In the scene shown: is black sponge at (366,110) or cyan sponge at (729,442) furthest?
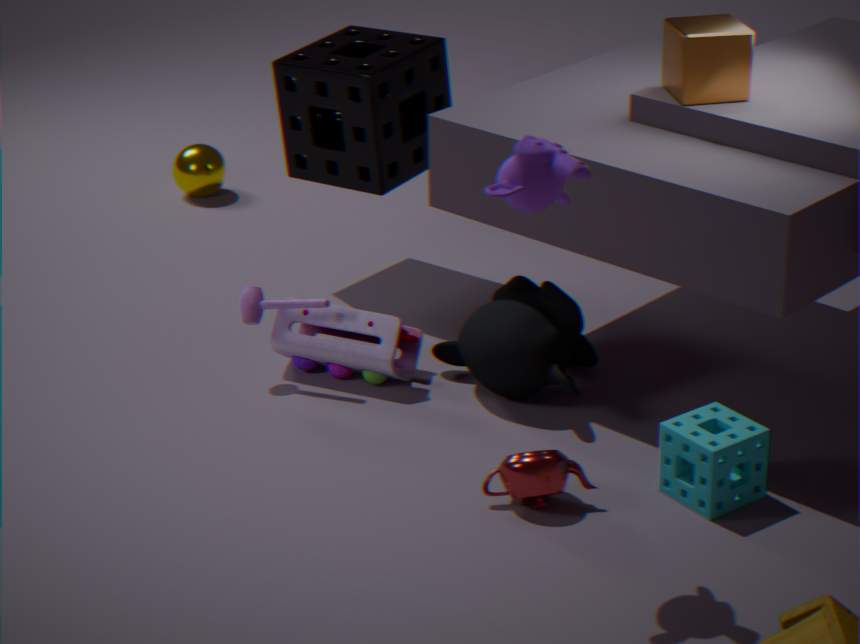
black sponge at (366,110)
